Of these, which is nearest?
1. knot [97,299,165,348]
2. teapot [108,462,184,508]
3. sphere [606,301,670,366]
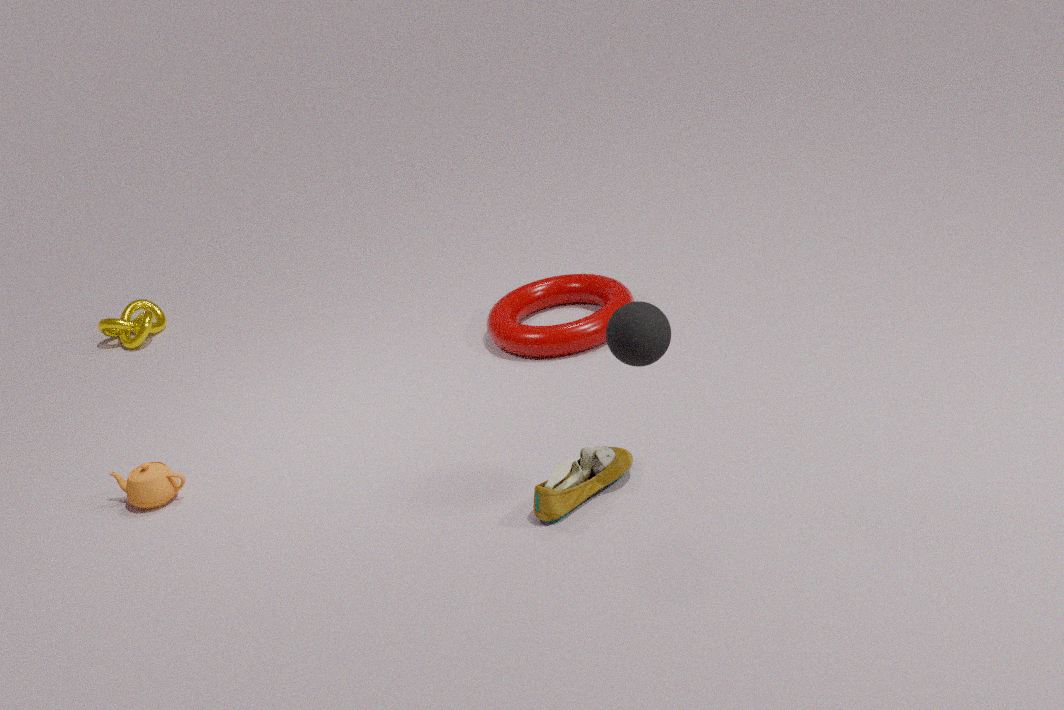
sphere [606,301,670,366]
